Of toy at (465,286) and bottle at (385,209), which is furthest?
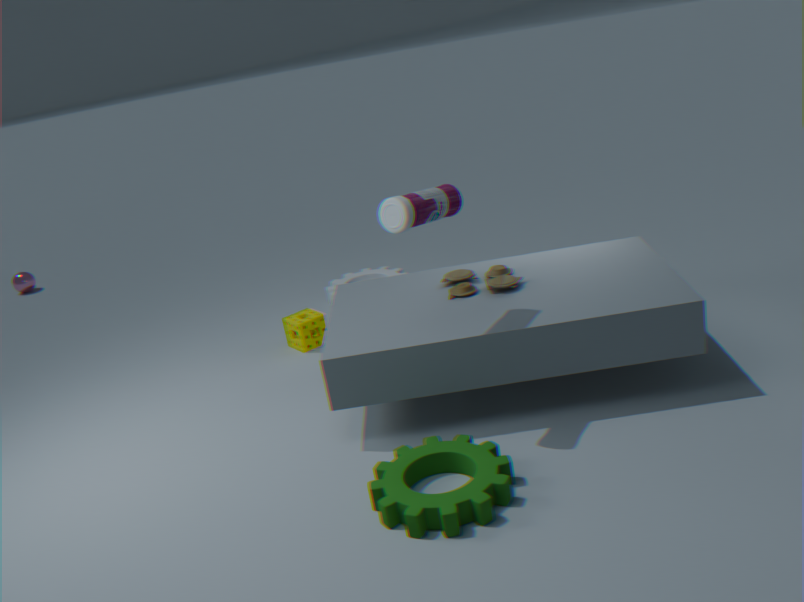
toy at (465,286)
